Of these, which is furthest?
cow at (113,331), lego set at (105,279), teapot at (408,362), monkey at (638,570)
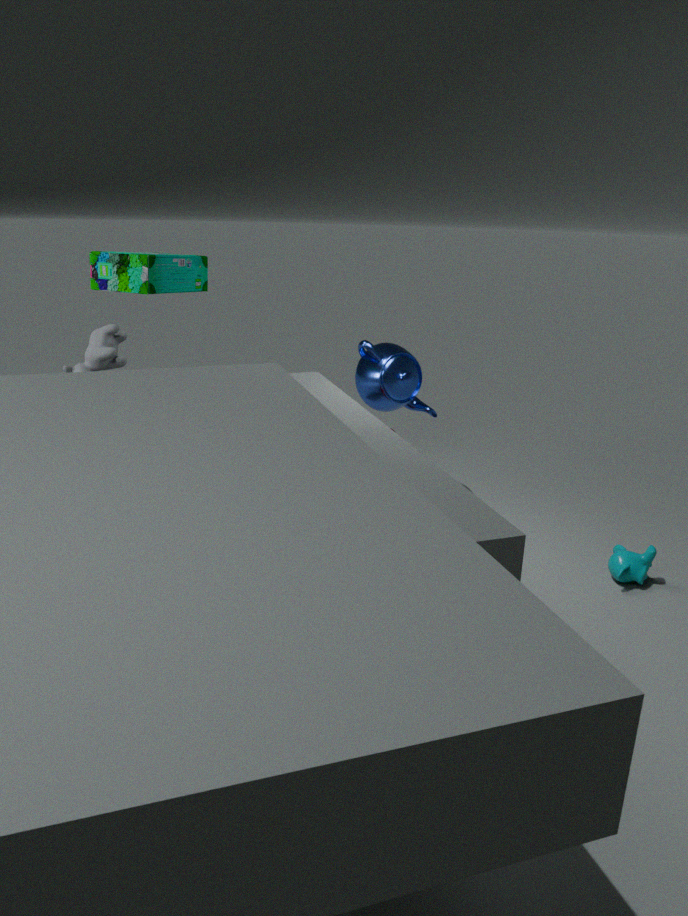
teapot at (408,362)
